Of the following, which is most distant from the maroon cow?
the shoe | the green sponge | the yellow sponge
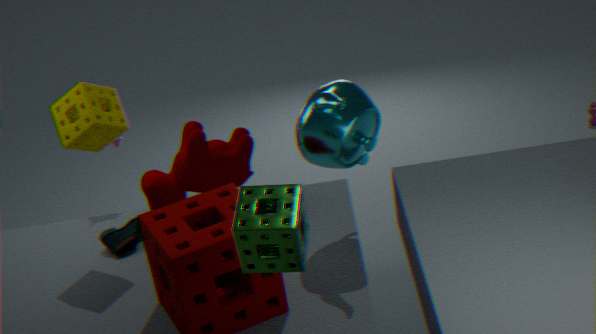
the green sponge
